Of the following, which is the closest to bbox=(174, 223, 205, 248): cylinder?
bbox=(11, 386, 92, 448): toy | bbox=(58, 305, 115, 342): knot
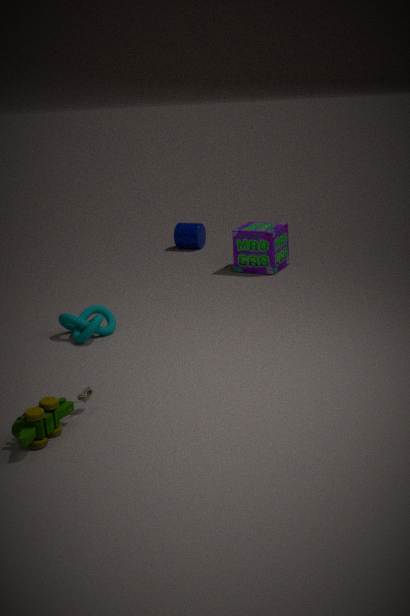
bbox=(58, 305, 115, 342): knot
